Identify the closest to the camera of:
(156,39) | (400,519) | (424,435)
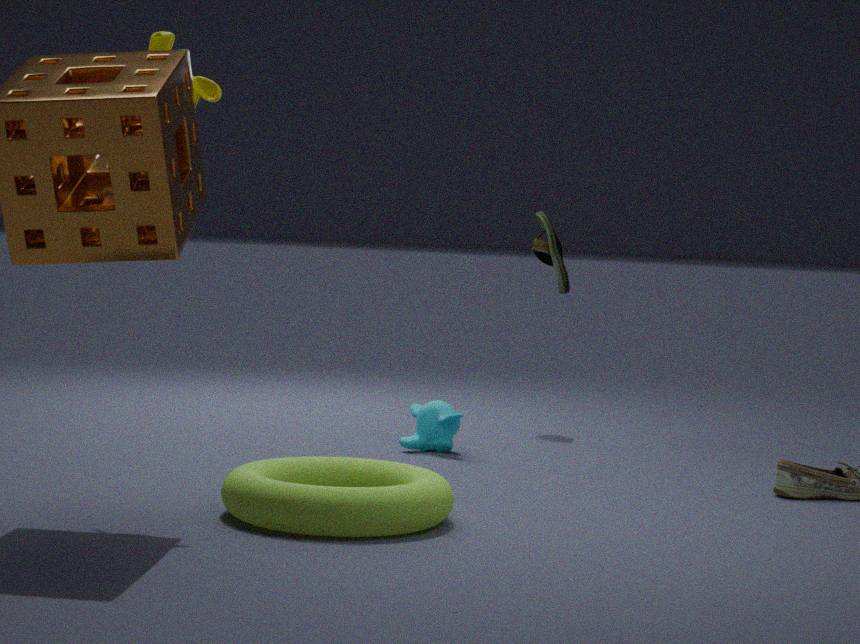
(400,519)
